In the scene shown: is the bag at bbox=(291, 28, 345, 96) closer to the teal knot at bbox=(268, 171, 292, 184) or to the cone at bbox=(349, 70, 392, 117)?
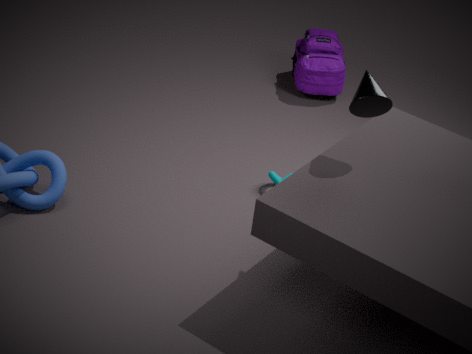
the teal knot at bbox=(268, 171, 292, 184)
